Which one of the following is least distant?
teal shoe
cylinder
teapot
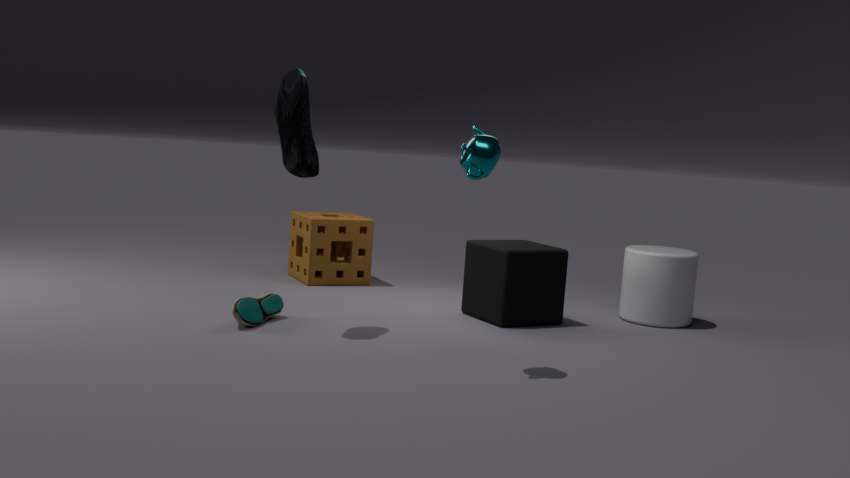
teapot
